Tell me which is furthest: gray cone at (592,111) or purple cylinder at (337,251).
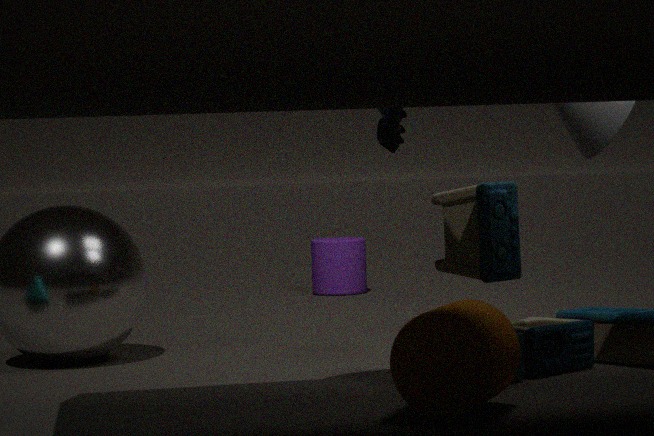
purple cylinder at (337,251)
